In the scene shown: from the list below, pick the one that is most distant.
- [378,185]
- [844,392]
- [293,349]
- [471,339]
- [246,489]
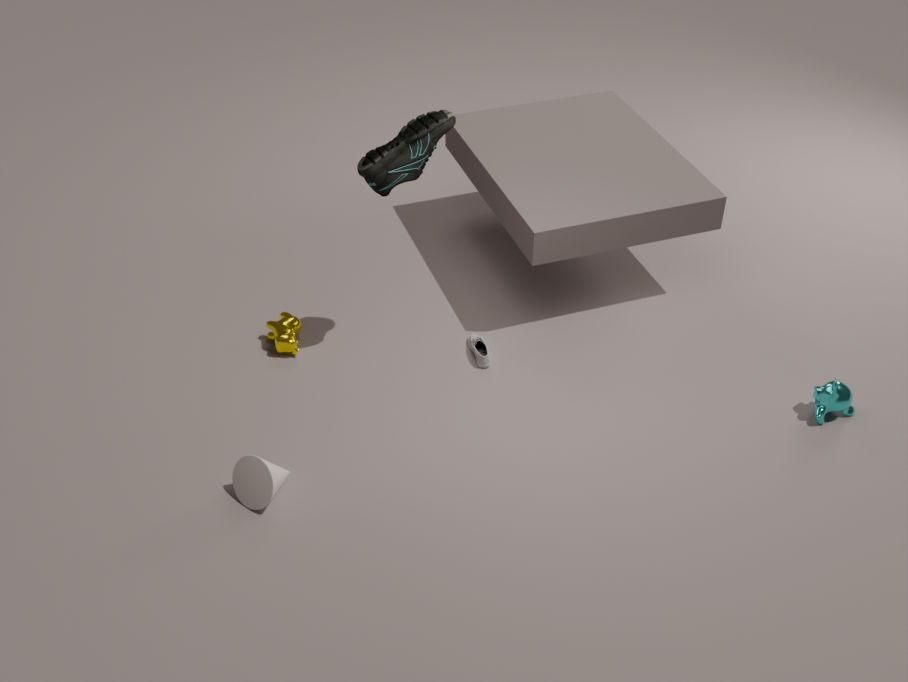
[471,339]
